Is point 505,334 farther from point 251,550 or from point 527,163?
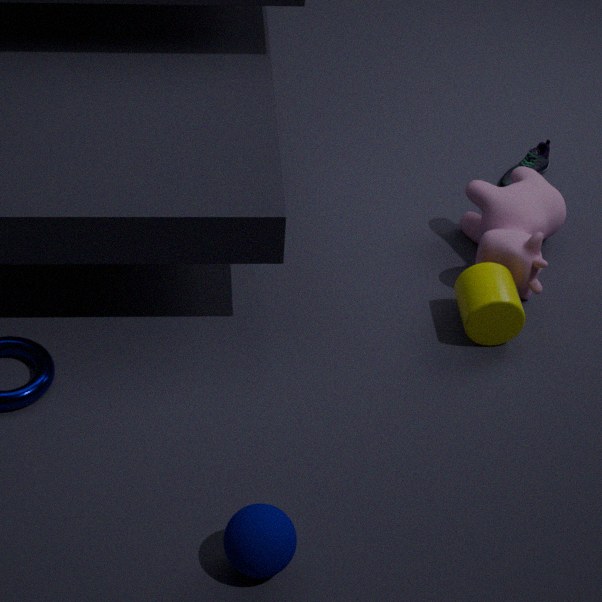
point 251,550
